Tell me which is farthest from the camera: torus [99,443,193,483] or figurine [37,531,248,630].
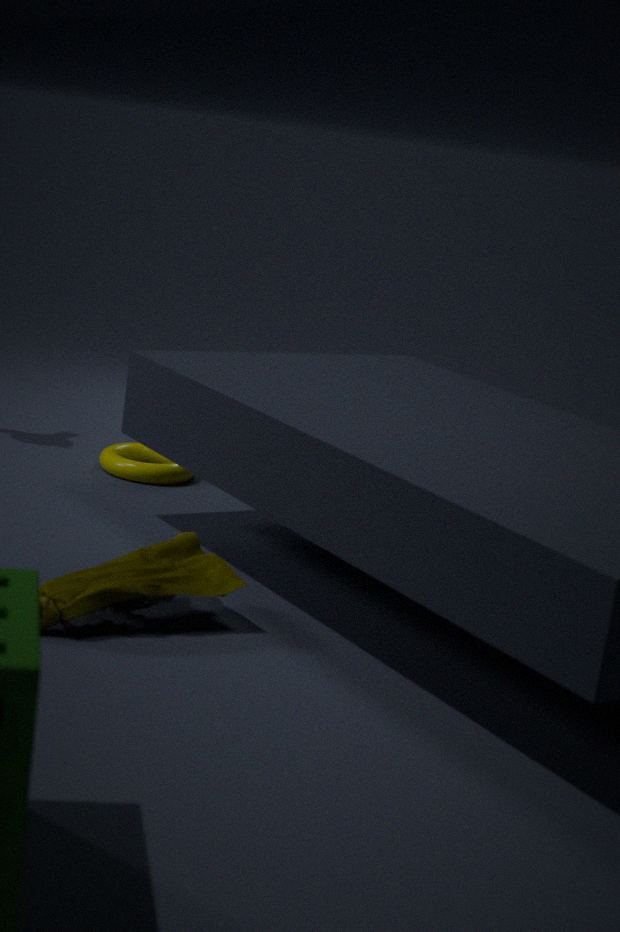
torus [99,443,193,483]
